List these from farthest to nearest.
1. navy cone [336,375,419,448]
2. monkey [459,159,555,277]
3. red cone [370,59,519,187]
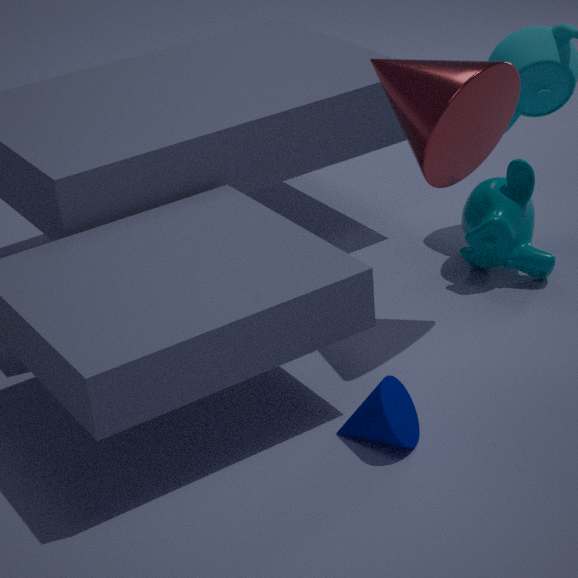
monkey [459,159,555,277], red cone [370,59,519,187], navy cone [336,375,419,448]
